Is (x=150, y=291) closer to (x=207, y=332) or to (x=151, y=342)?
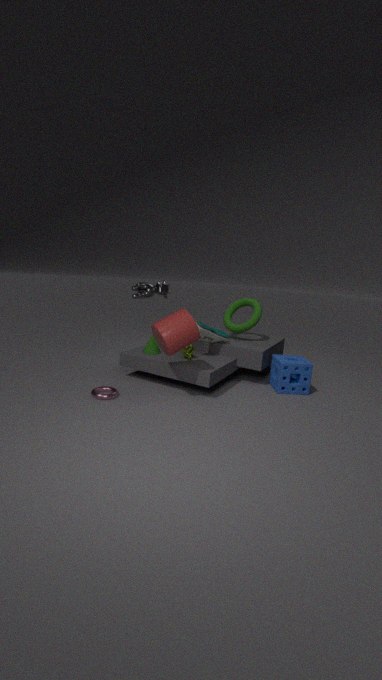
(x=151, y=342)
